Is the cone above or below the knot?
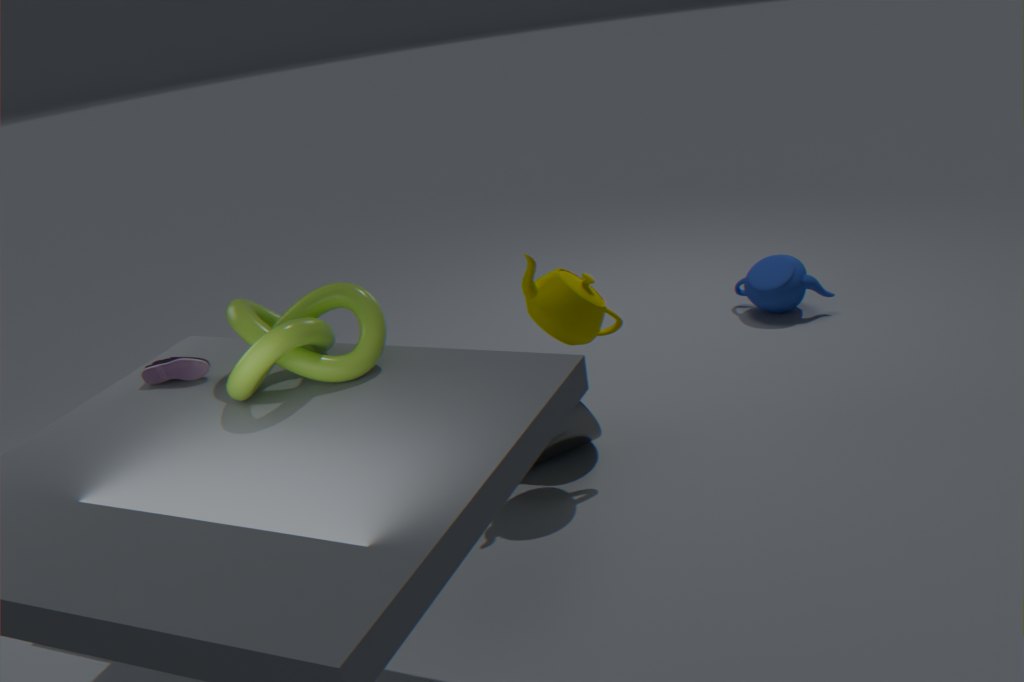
below
